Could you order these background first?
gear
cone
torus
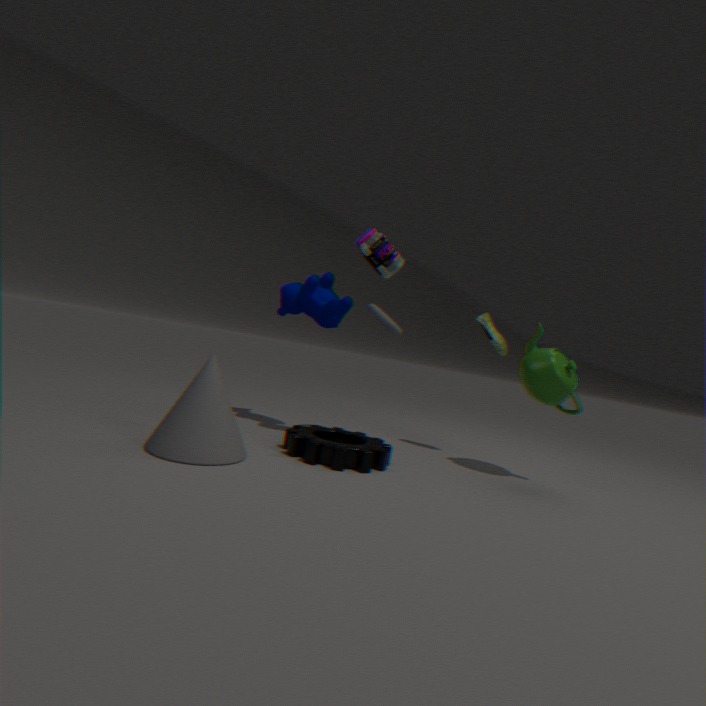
torus, gear, cone
